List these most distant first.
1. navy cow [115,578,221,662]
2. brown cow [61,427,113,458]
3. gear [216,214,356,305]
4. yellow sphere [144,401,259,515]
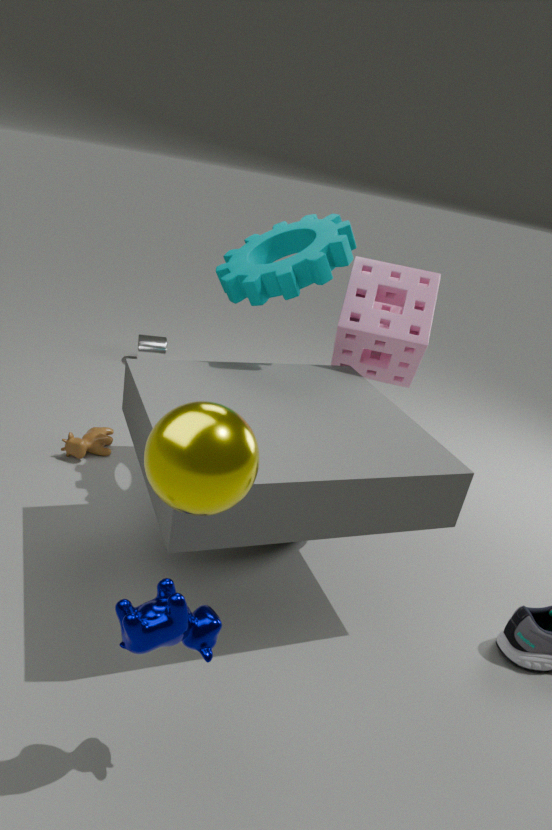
1. brown cow [61,427,113,458]
2. gear [216,214,356,305]
3. navy cow [115,578,221,662]
4. yellow sphere [144,401,259,515]
